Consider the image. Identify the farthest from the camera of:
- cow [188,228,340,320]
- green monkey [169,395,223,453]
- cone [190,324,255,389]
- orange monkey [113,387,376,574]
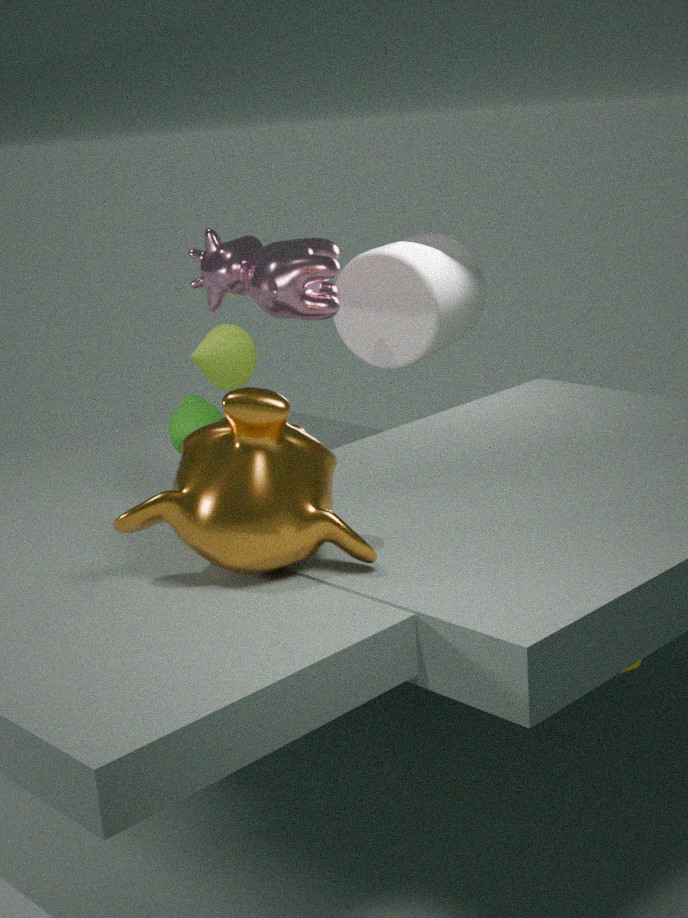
cone [190,324,255,389]
